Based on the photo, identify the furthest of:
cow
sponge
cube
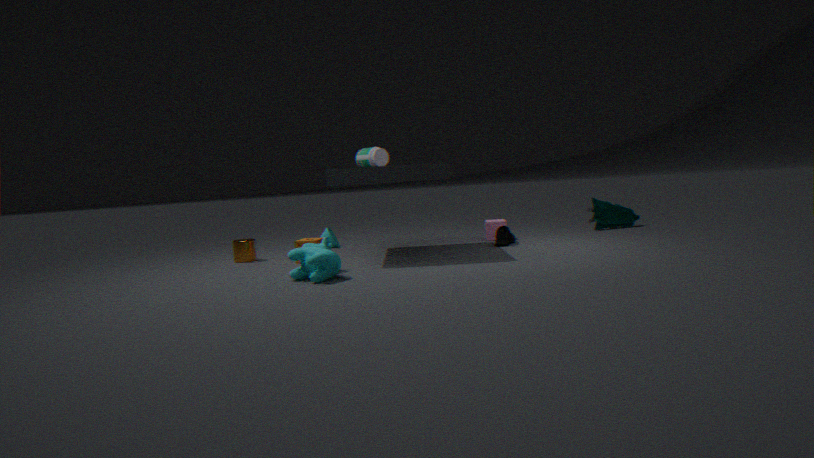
cube
